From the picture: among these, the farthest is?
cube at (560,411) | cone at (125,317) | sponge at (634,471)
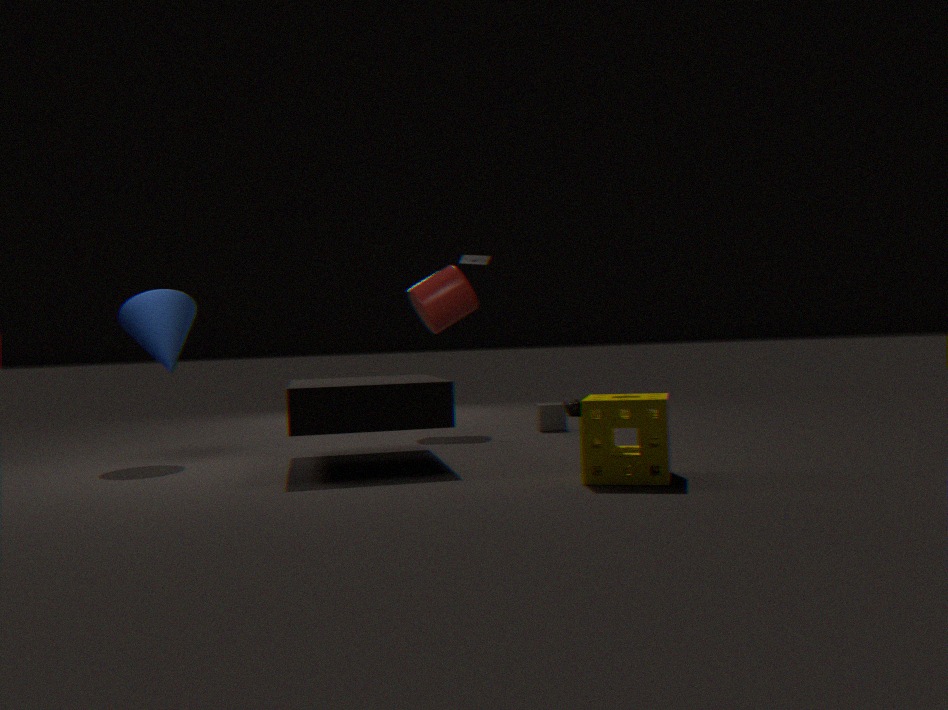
cube at (560,411)
